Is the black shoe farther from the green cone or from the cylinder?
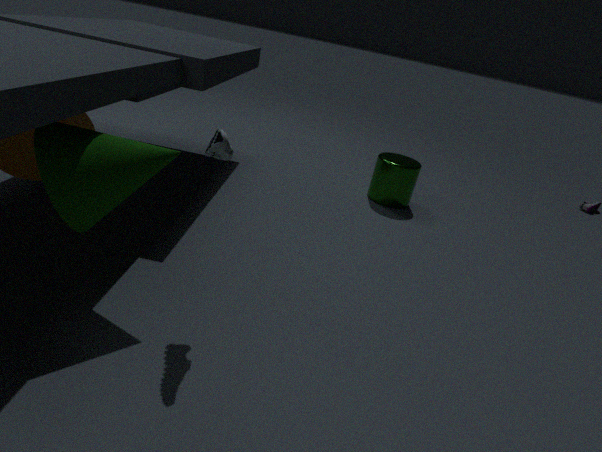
the cylinder
